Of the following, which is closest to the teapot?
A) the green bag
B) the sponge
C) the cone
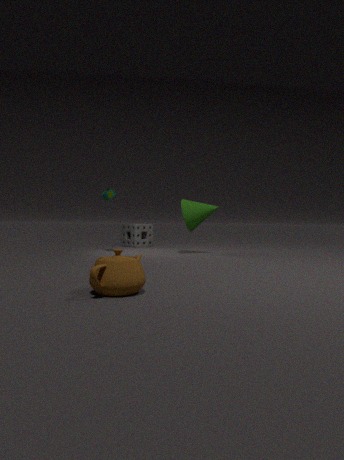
the cone
